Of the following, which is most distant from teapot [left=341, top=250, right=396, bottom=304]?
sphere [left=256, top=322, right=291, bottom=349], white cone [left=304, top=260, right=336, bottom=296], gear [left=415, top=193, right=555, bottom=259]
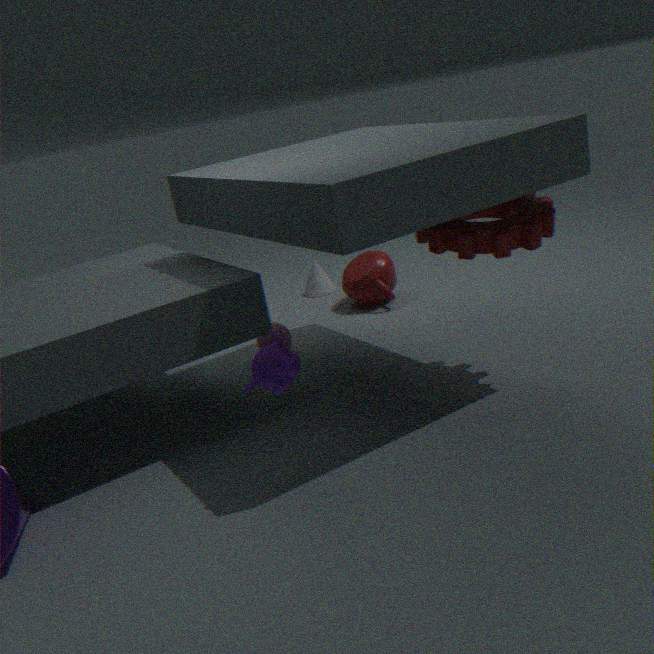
gear [left=415, top=193, right=555, bottom=259]
